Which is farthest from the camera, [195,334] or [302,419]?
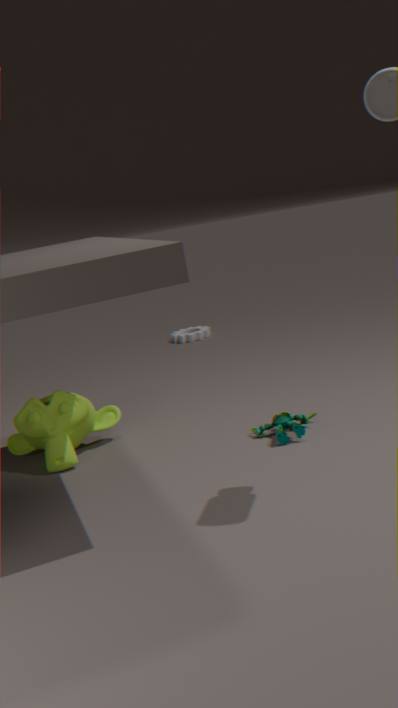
[195,334]
